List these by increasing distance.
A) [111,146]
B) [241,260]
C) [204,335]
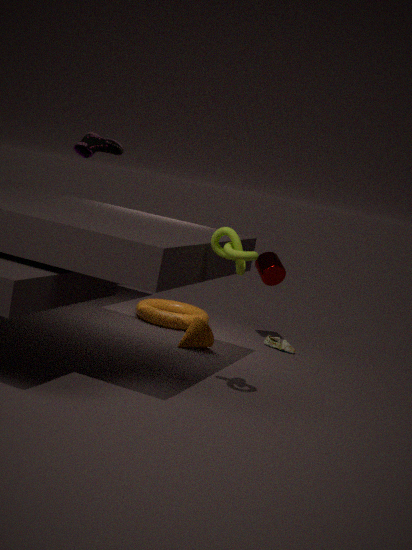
1. [241,260]
2. [204,335]
3. [111,146]
